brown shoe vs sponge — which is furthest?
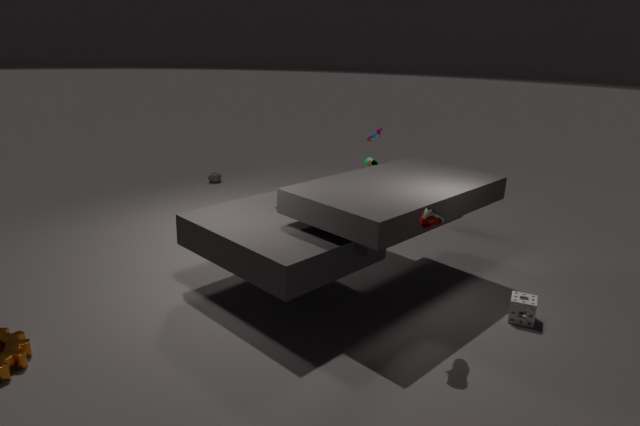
sponge
